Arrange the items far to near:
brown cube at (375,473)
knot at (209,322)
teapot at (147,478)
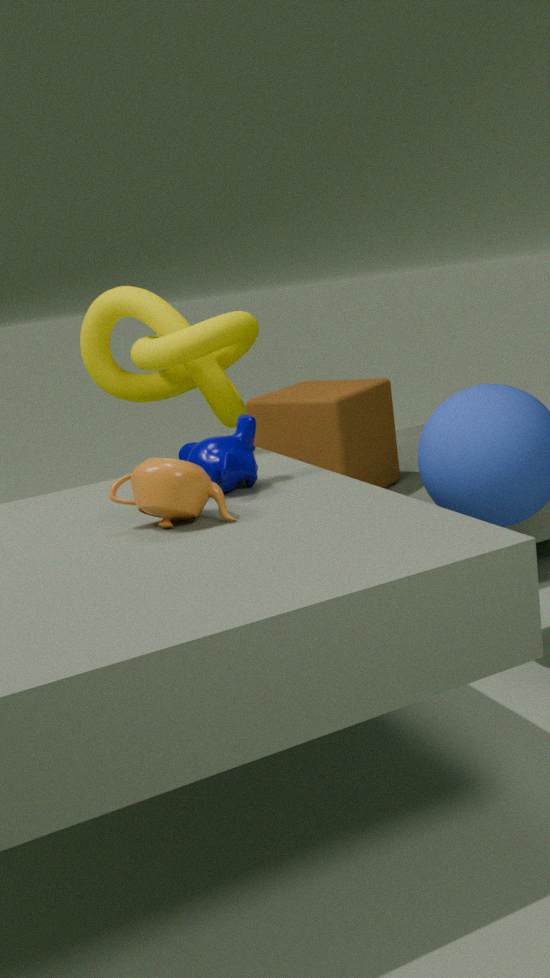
brown cube at (375,473) → knot at (209,322) → teapot at (147,478)
